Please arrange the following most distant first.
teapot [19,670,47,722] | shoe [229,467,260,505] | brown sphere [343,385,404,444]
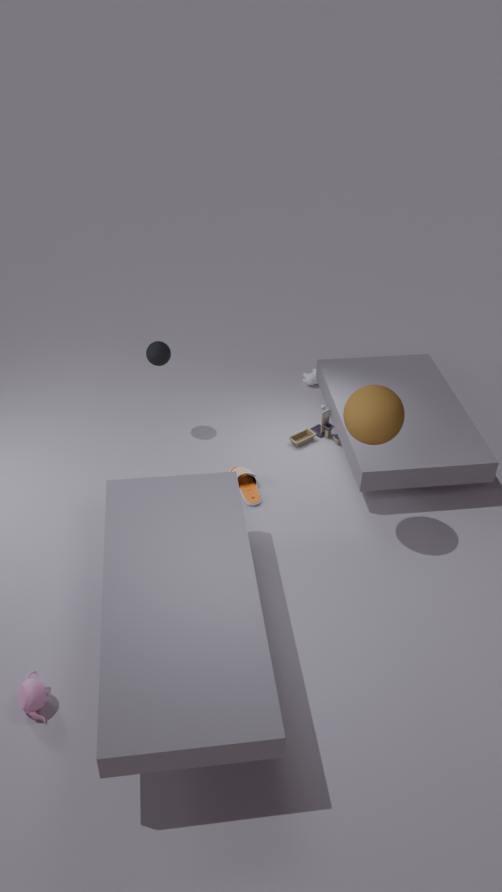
shoe [229,467,260,505]
brown sphere [343,385,404,444]
teapot [19,670,47,722]
